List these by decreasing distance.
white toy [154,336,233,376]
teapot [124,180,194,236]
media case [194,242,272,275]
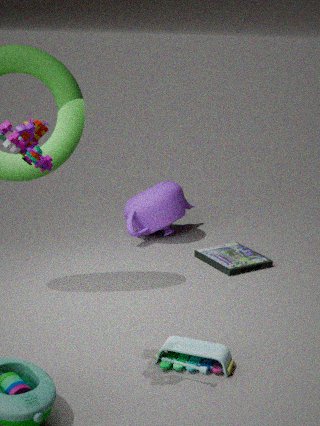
teapot [124,180,194,236], media case [194,242,272,275], white toy [154,336,233,376]
